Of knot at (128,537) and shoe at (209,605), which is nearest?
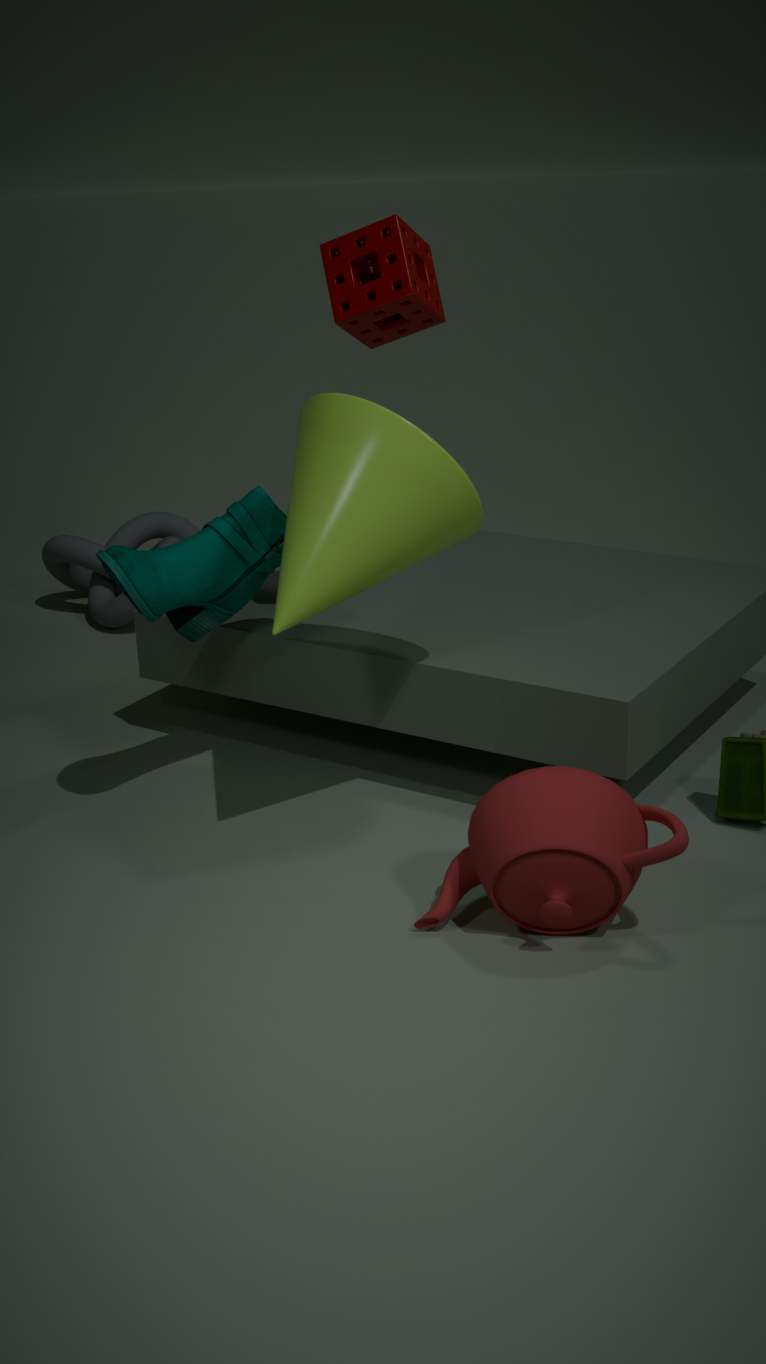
shoe at (209,605)
